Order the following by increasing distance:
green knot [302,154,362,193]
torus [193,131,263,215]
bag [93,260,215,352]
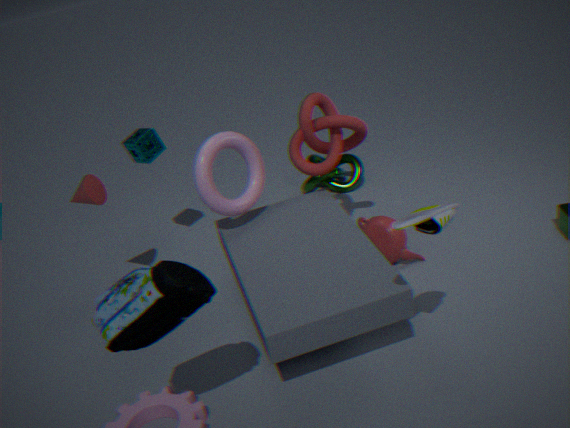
bag [93,260,215,352] → torus [193,131,263,215] → green knot [302,154,362,193]
